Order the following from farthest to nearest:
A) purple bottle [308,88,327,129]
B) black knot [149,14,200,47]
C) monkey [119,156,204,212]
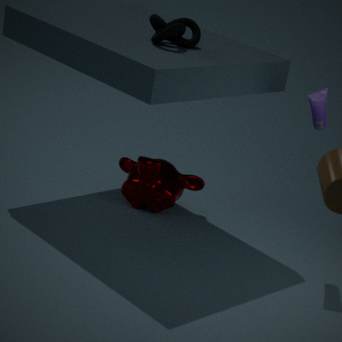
monkey [119,156,204,212]
purple bottle [308,88,327,129]
black knot [149,14,200,47]
